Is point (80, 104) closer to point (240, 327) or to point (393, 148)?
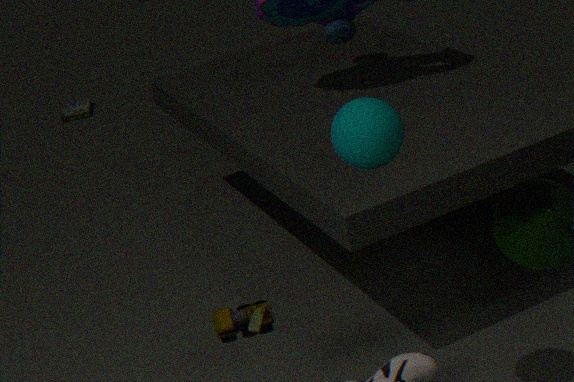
point (240, 327)
